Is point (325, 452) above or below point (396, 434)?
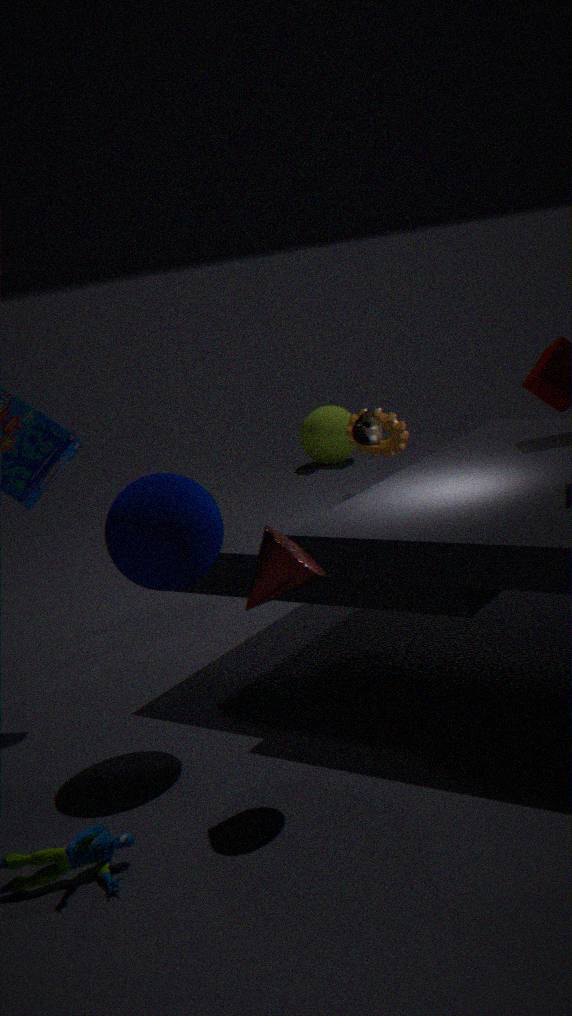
below
